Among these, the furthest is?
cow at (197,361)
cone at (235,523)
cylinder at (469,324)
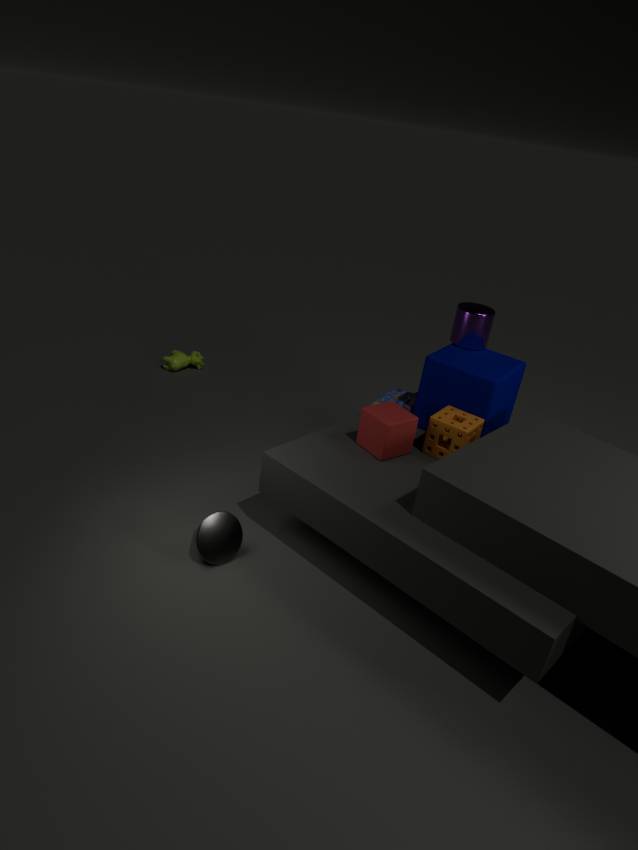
cow at (197,361)
